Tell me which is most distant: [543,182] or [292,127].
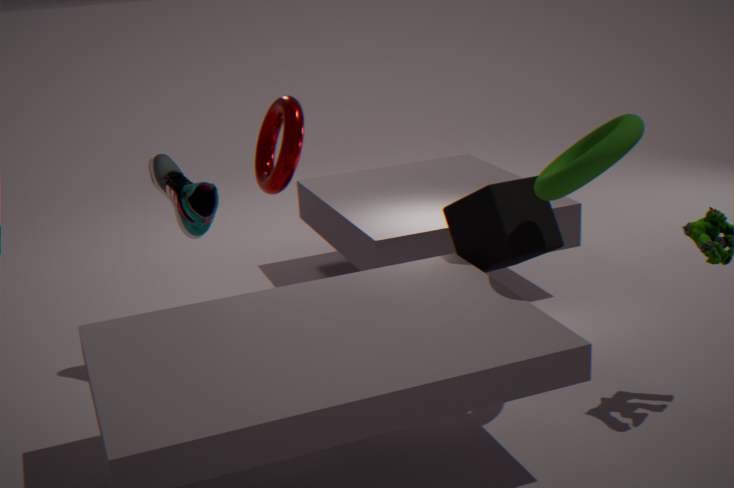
[292,127]
